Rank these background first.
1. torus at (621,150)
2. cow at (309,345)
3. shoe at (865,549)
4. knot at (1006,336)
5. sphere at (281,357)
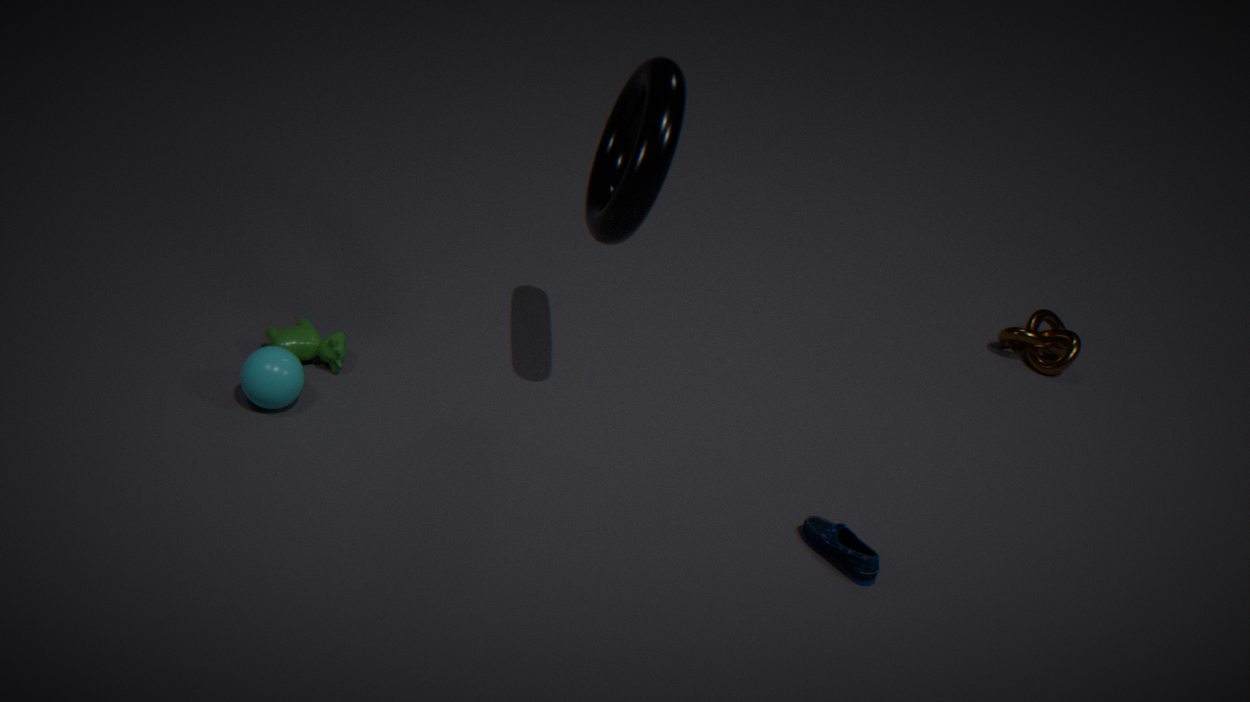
knot at (1006,336), cow at (309,345), sphere at (281,357), shoe at (865,549), torus at (621,150)
